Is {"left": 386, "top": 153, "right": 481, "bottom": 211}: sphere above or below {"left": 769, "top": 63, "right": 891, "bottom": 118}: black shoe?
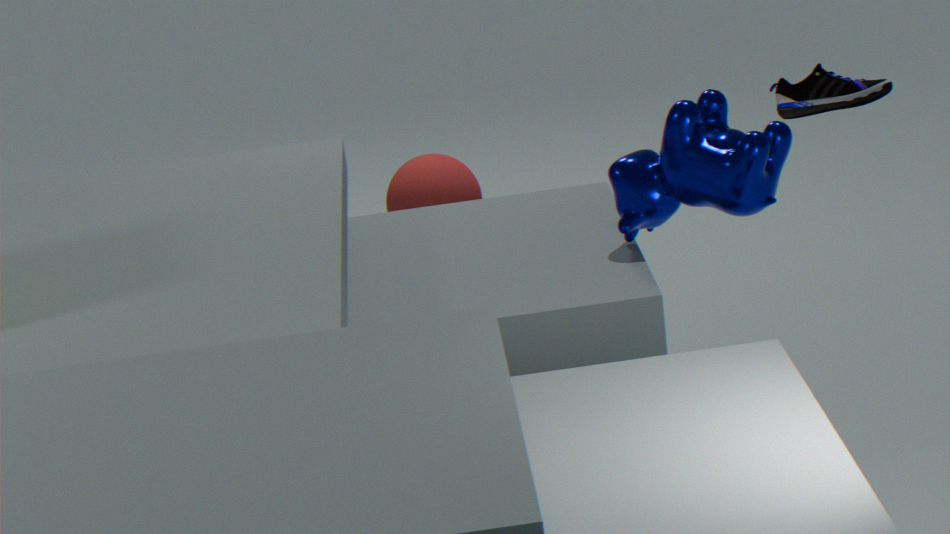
below
